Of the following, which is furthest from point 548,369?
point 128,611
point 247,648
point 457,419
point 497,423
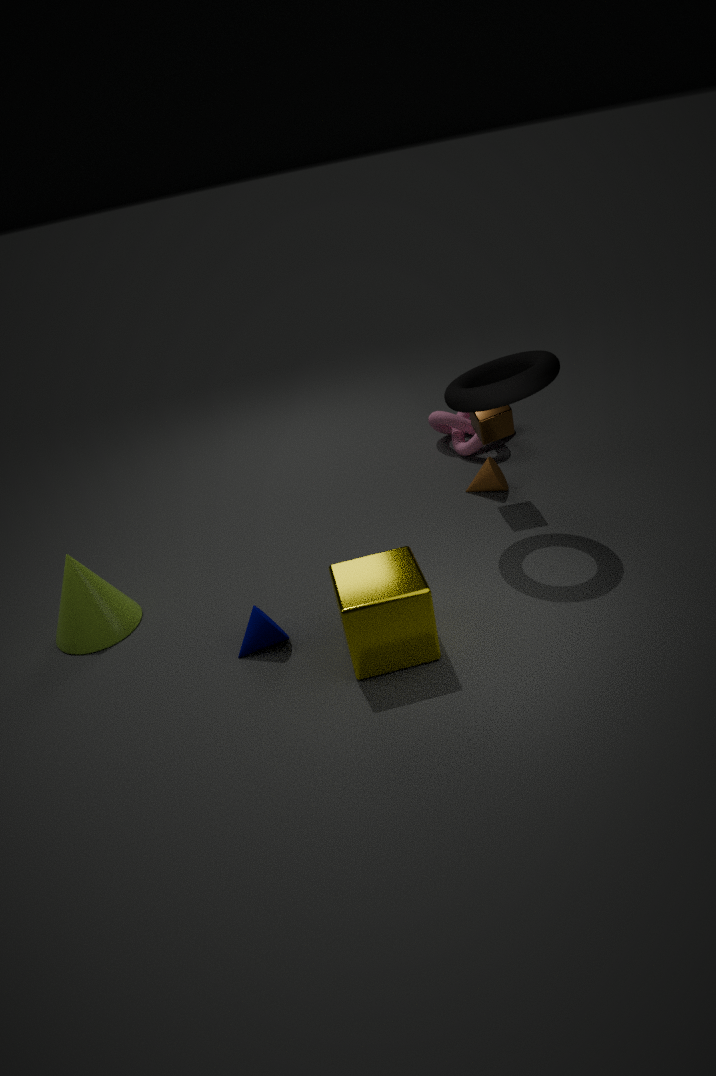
point 128,611
